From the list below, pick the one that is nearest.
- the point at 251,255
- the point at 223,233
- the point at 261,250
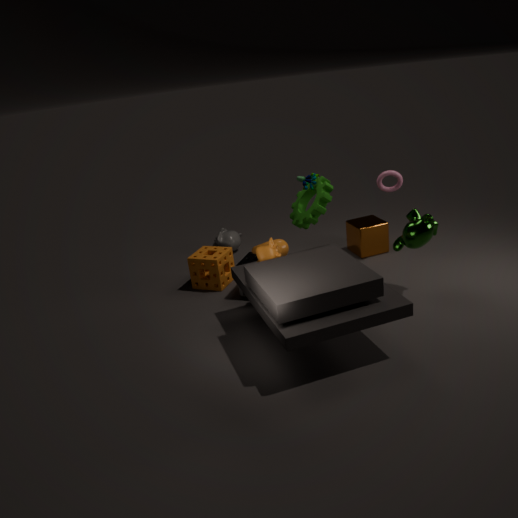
the point at 261,250
